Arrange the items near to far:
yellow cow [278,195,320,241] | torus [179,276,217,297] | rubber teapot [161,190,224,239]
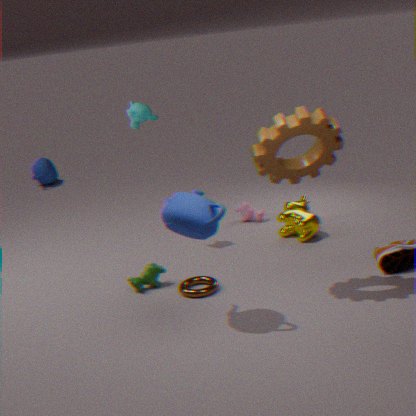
1. rubber teapot [161,190,224,239]
2. torus [179,276,217,297]
3. yellow cow [278,195,320,241]
